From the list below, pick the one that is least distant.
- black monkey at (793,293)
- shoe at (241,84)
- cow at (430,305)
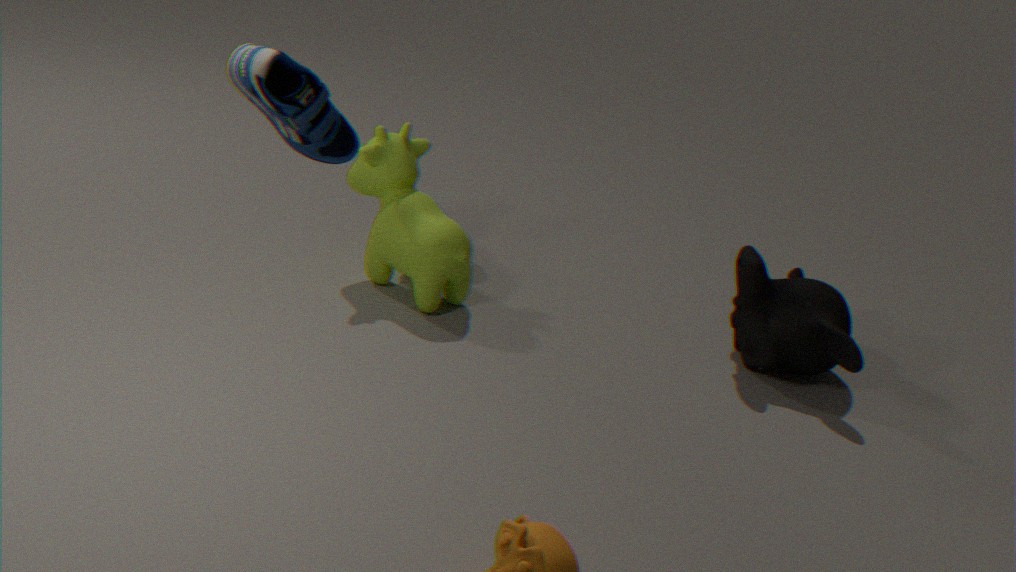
shoe at (241,84)
